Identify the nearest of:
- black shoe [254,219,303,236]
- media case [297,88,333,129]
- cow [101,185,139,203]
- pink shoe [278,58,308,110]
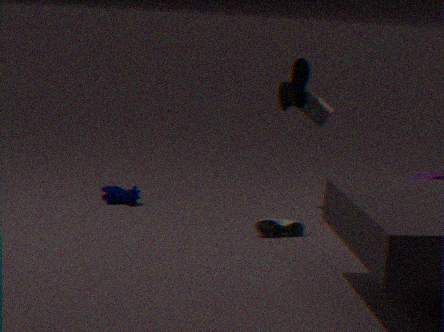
black shoe [254,219,303,236]
